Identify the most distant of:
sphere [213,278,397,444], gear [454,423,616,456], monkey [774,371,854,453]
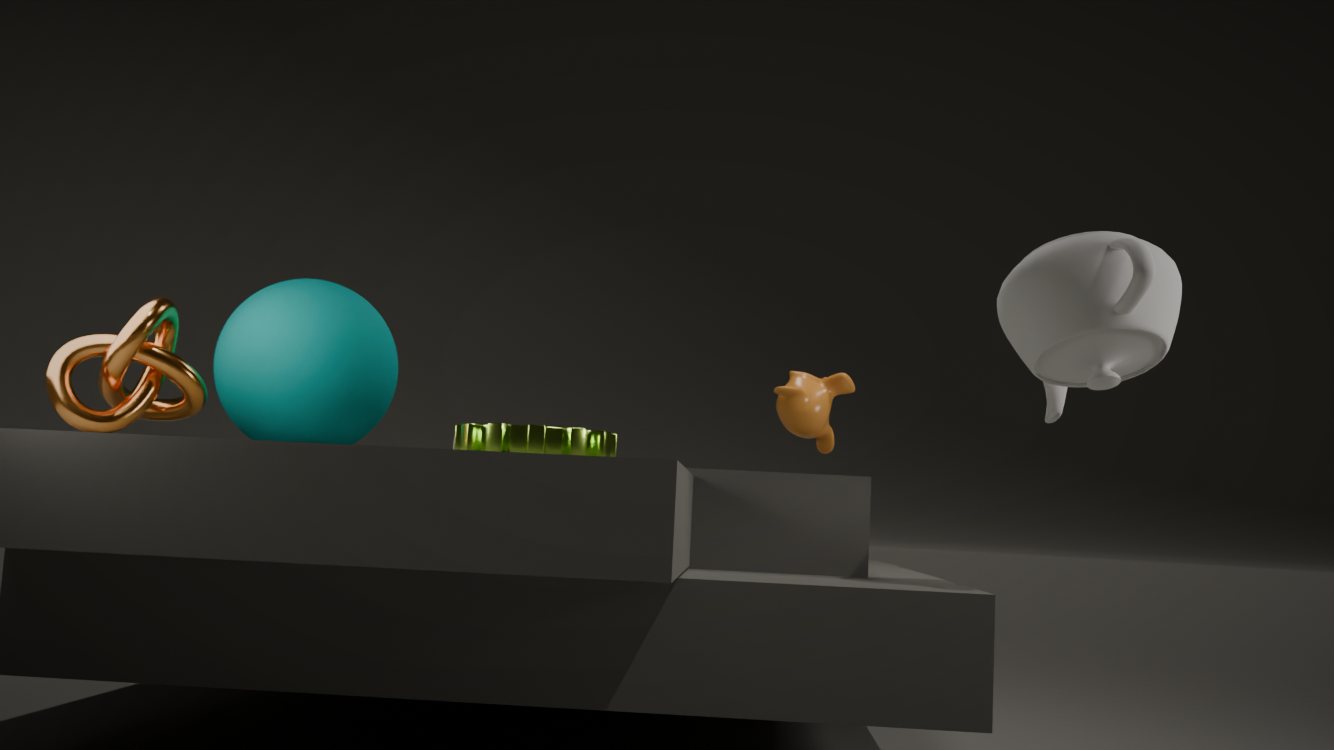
monkey [774,371,854,453]
